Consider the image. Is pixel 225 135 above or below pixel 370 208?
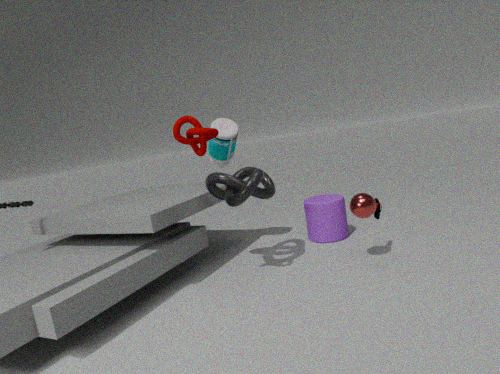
above
